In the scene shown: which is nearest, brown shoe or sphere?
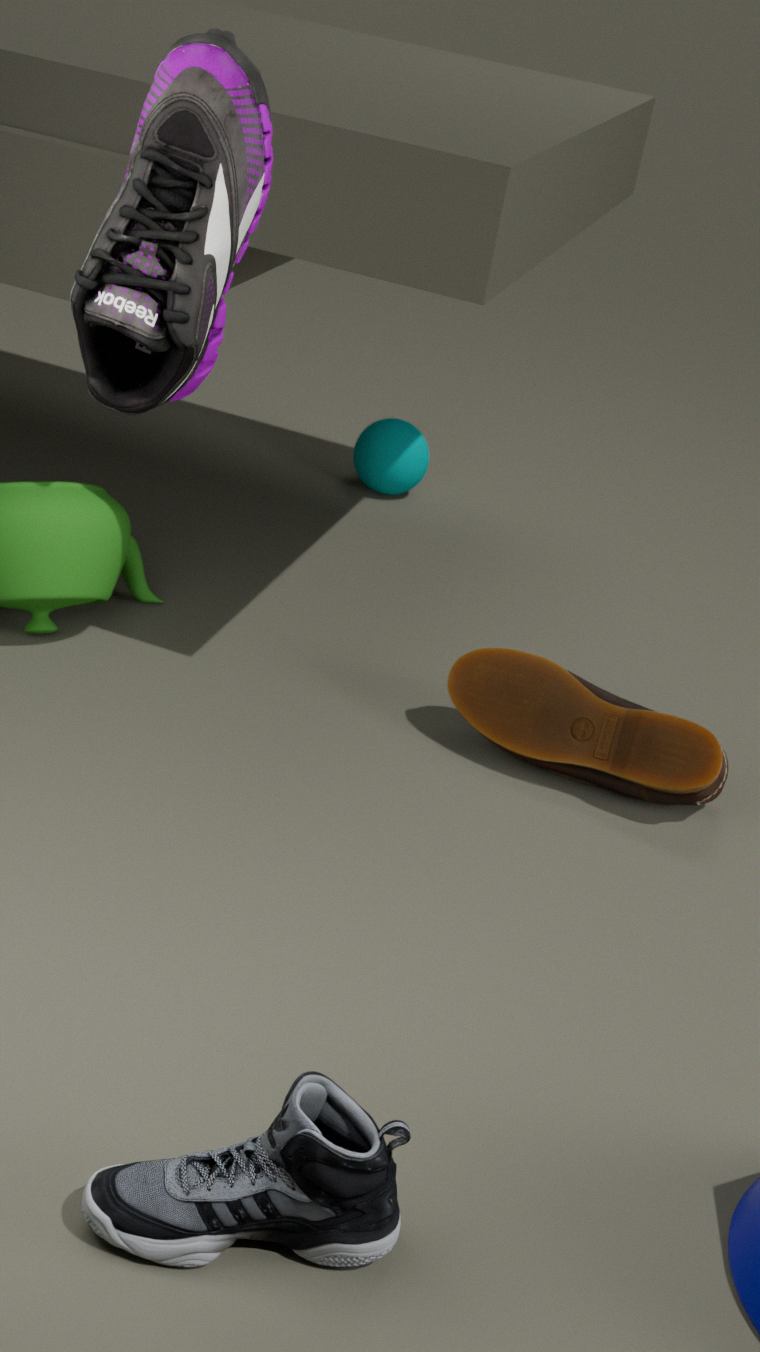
brown shoe
